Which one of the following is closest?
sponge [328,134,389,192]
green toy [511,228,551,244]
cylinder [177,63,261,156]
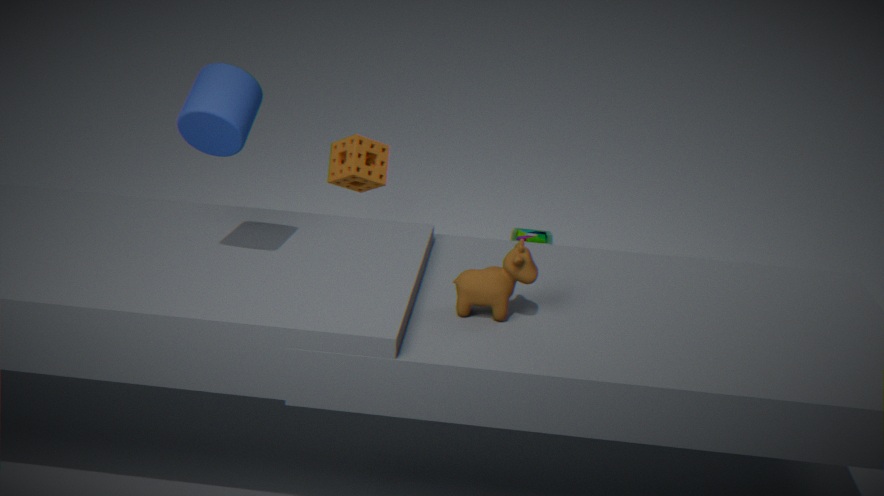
cylinder [177,63,261,156]
